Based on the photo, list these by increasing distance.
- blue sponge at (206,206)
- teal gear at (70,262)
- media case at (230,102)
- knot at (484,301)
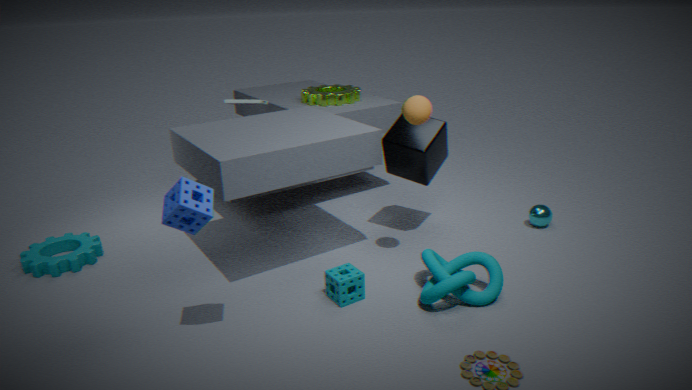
blue sponge at (206,206) → knot at (484,301) → teal gear at (70,262) → media case at (230,102)
